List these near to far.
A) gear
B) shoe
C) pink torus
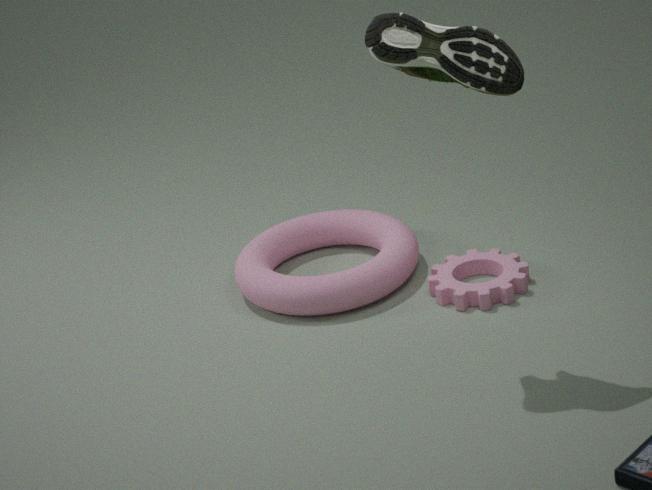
shoe < gear < pink torus
